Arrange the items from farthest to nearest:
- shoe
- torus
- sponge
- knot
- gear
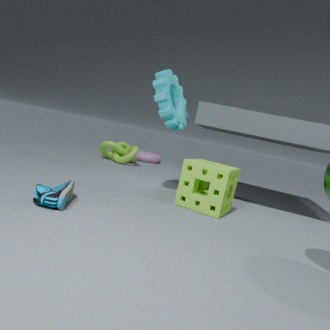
torus < knot < gear < sponge < shoe
